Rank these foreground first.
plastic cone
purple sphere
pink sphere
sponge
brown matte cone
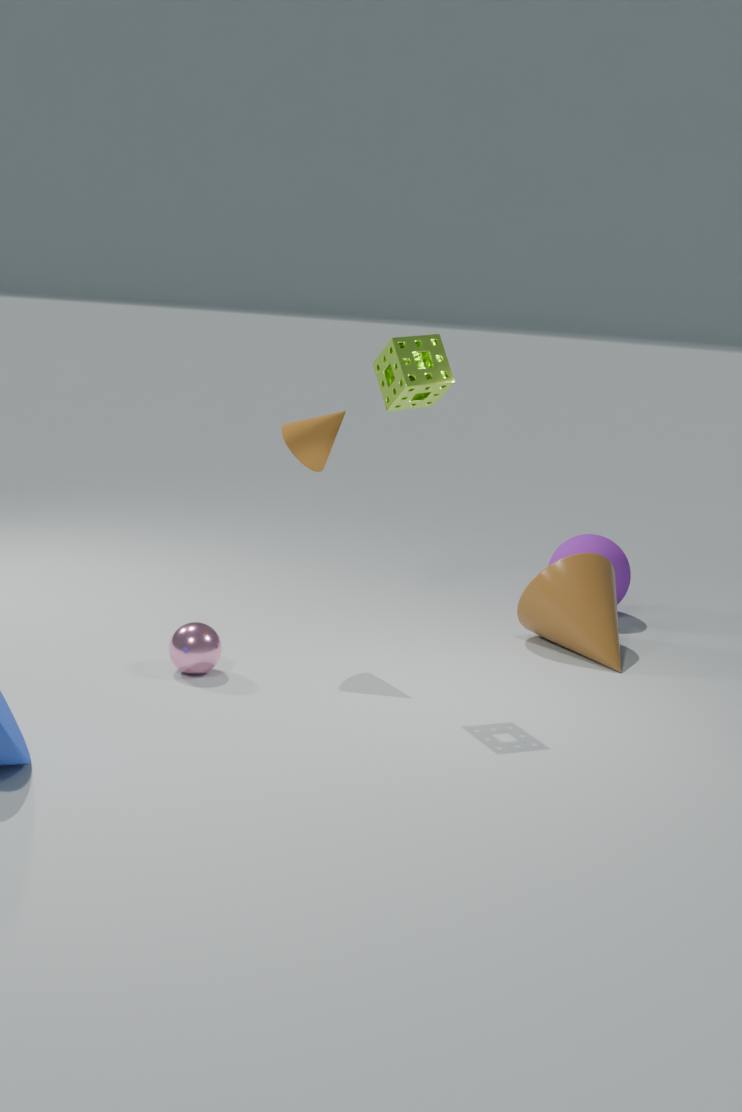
sponge
pink sphere
brown matte cone
plastic cone
purple sphere
